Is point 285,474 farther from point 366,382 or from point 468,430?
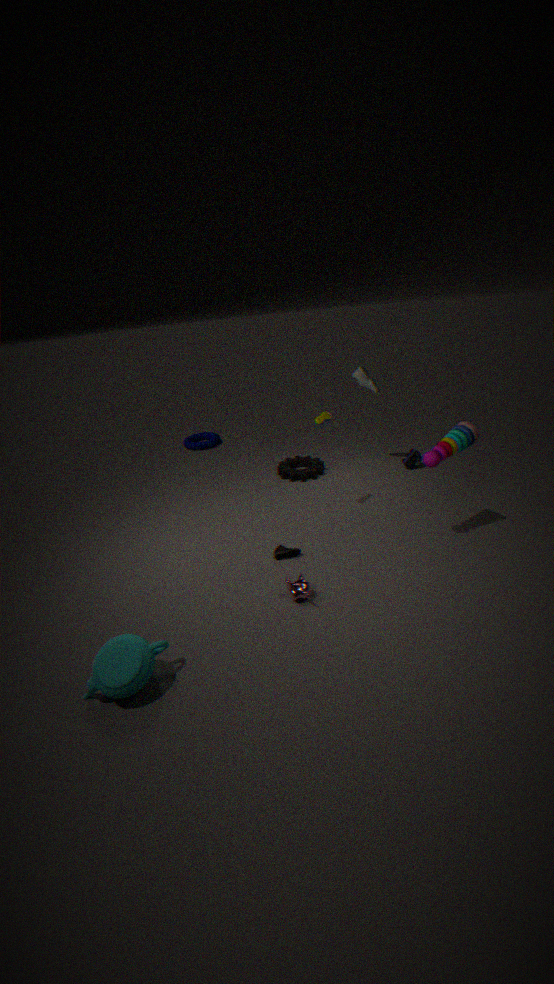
point 468,430
